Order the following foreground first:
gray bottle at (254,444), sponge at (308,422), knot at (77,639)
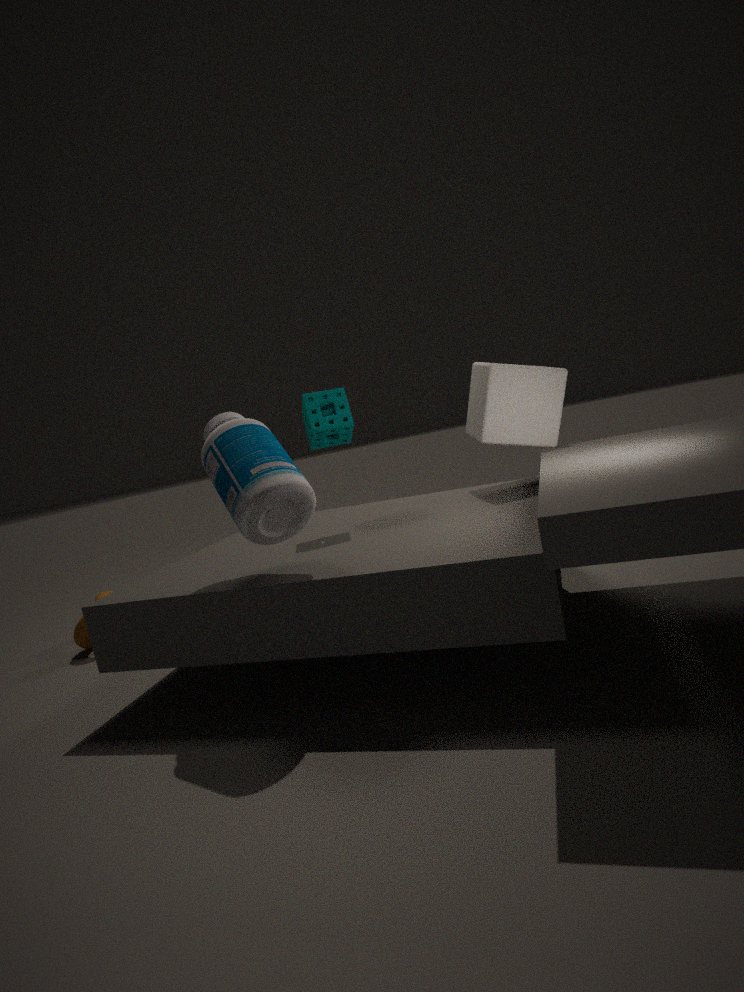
gray bottle at (254,444), sponge at (308,422), knot at (77,639)
